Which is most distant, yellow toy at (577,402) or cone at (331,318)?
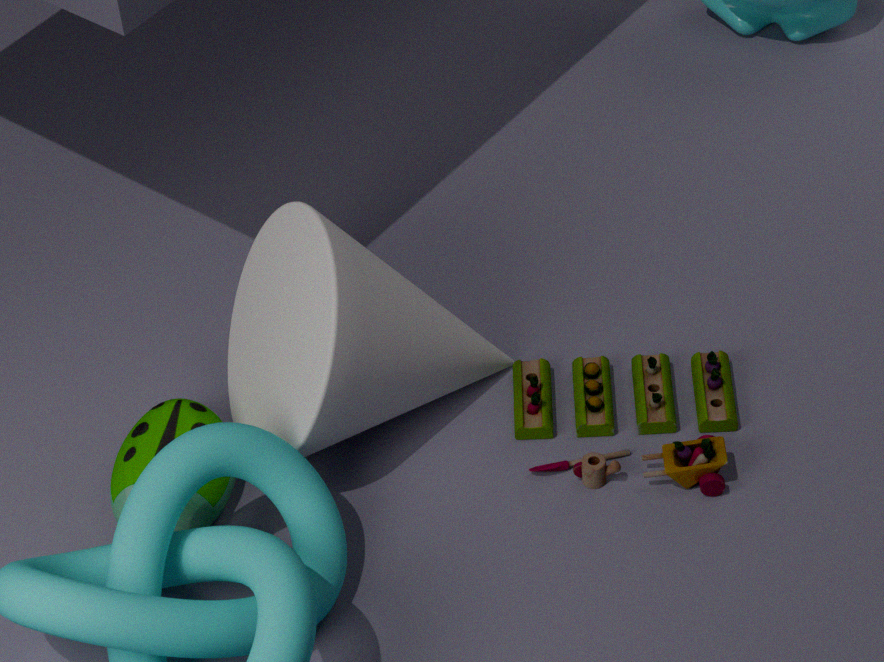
yellow toy at (577,402)
